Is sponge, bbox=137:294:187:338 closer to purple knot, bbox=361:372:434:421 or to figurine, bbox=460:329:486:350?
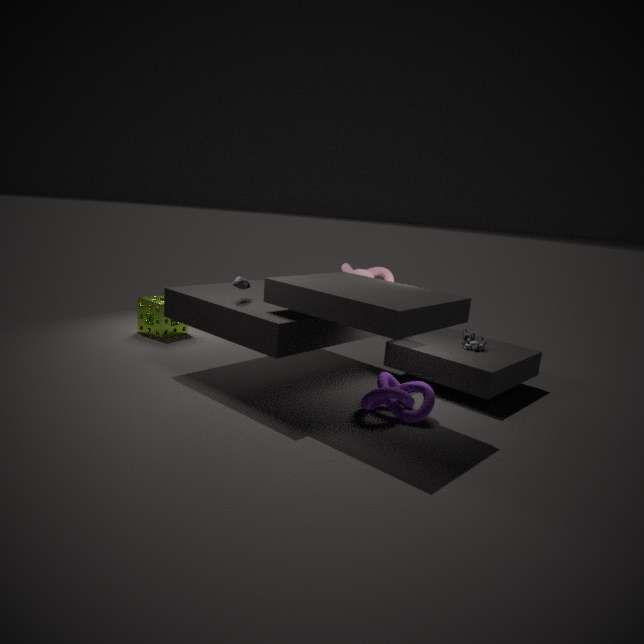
purple knot, bbox=361:372:434:421
